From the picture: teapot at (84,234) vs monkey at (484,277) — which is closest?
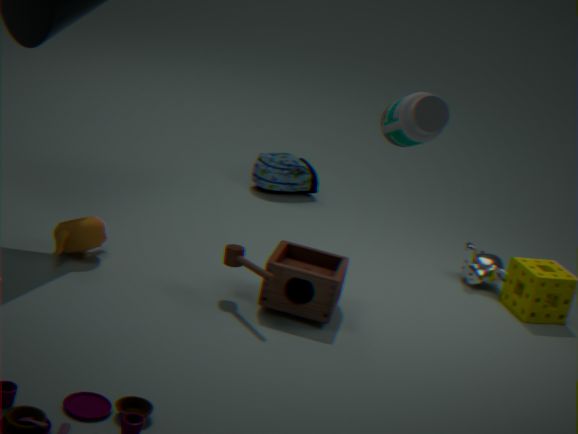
teapot at (84,234)
